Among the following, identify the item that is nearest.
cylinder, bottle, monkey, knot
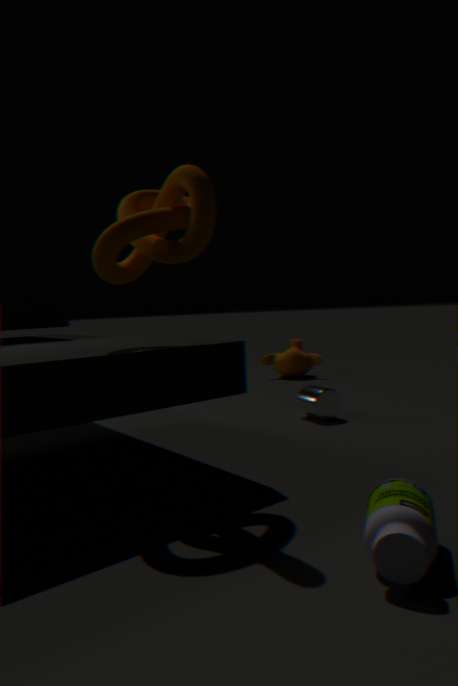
bottle
